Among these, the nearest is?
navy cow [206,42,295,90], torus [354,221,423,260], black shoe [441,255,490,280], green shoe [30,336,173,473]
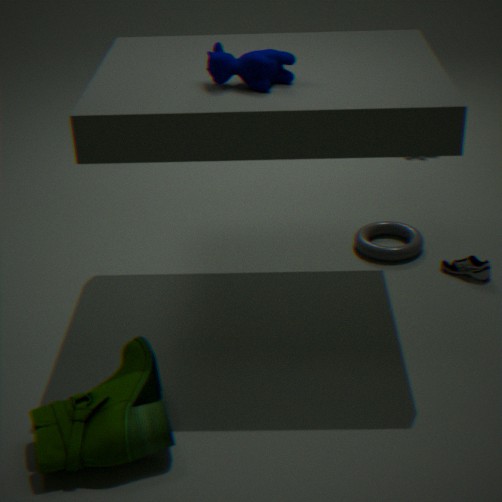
green shoe [30,336,173,473]
